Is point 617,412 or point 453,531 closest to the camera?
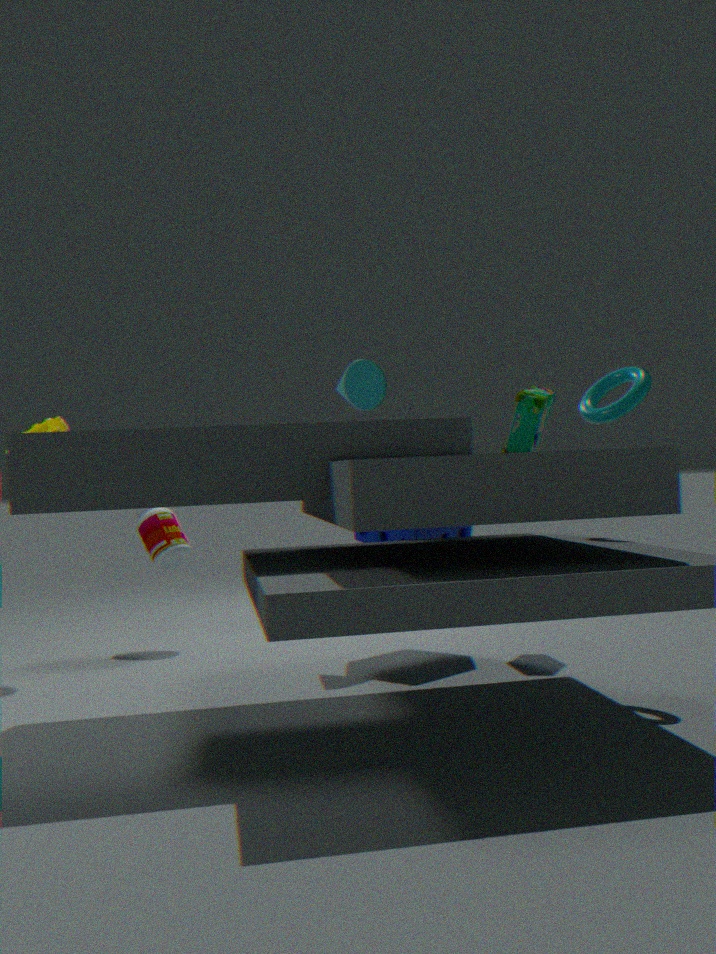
point 617,412
